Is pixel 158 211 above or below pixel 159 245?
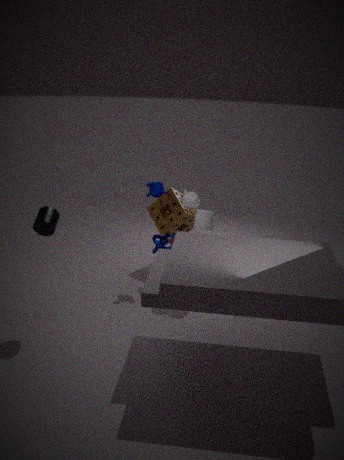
above
